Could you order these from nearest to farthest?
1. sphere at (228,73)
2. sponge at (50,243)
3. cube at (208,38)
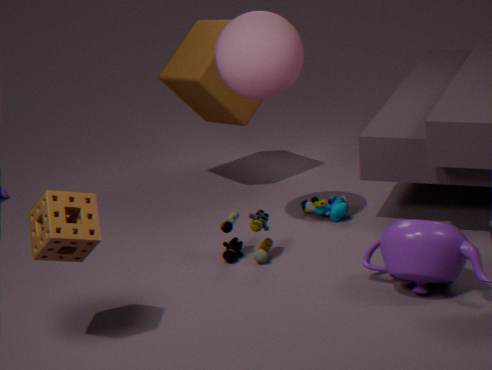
sponge at (50,243), sphere at (228,73), cube at (208,38)
